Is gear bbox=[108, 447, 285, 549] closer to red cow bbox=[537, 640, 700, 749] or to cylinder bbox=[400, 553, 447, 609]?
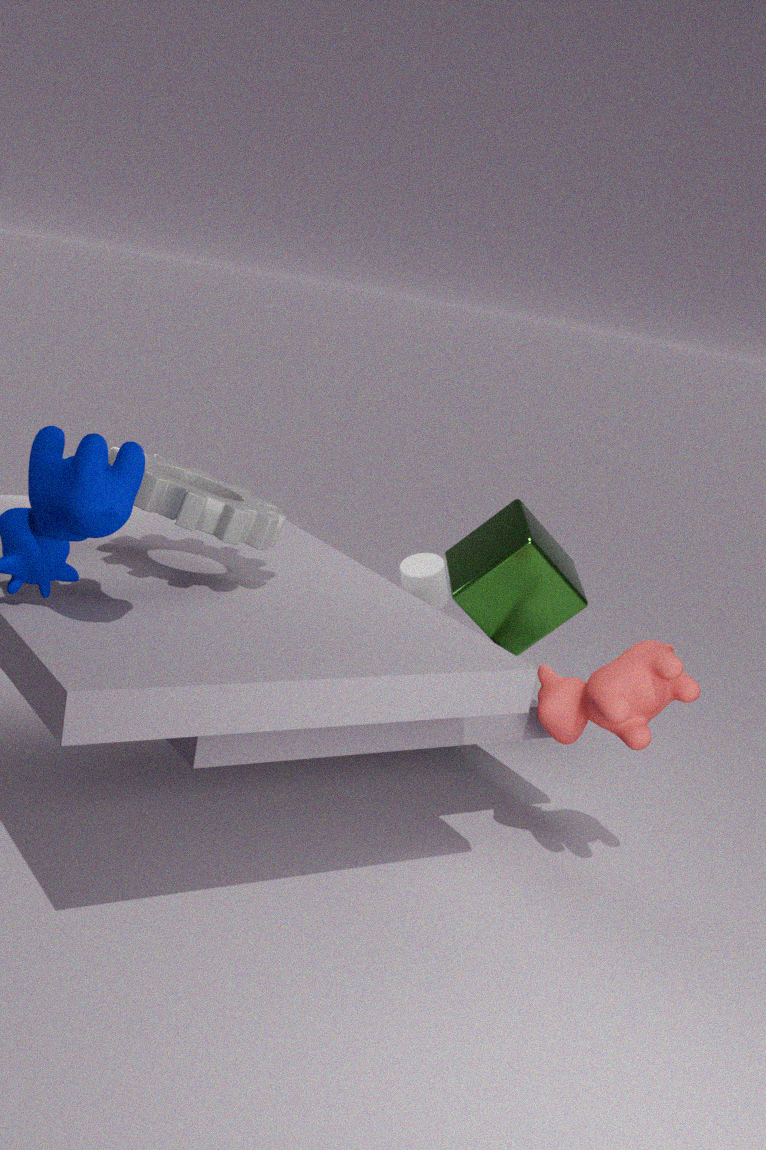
red cow bbox=[537, 640, 700, 749]
